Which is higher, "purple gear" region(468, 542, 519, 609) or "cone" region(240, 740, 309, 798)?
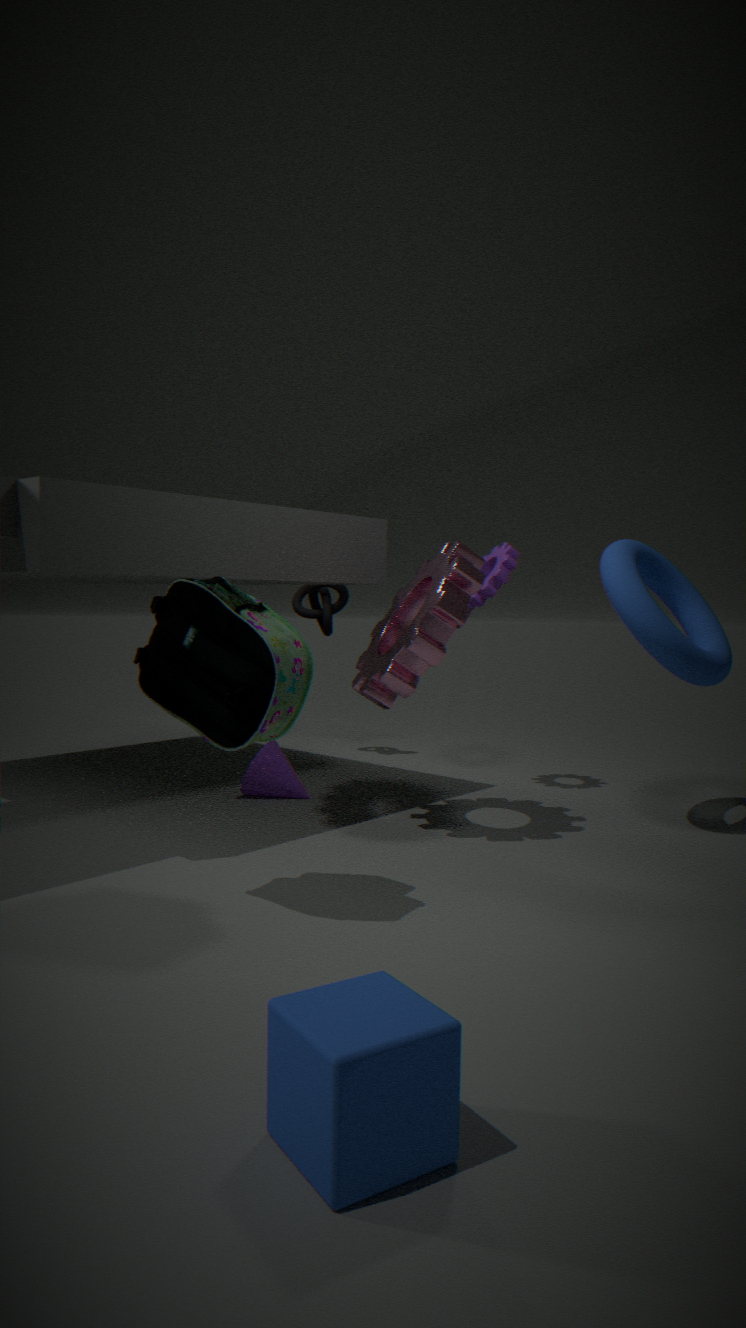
"purple gear" region(468, 542, 519, 609)
